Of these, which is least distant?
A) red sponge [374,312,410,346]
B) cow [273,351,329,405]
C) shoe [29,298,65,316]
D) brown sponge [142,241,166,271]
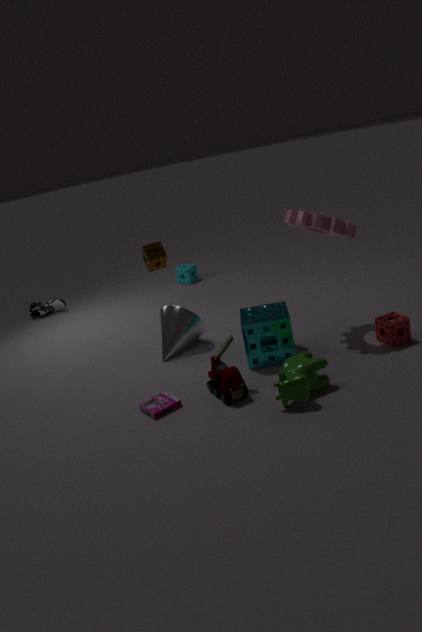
cow [273,351,329,405]
